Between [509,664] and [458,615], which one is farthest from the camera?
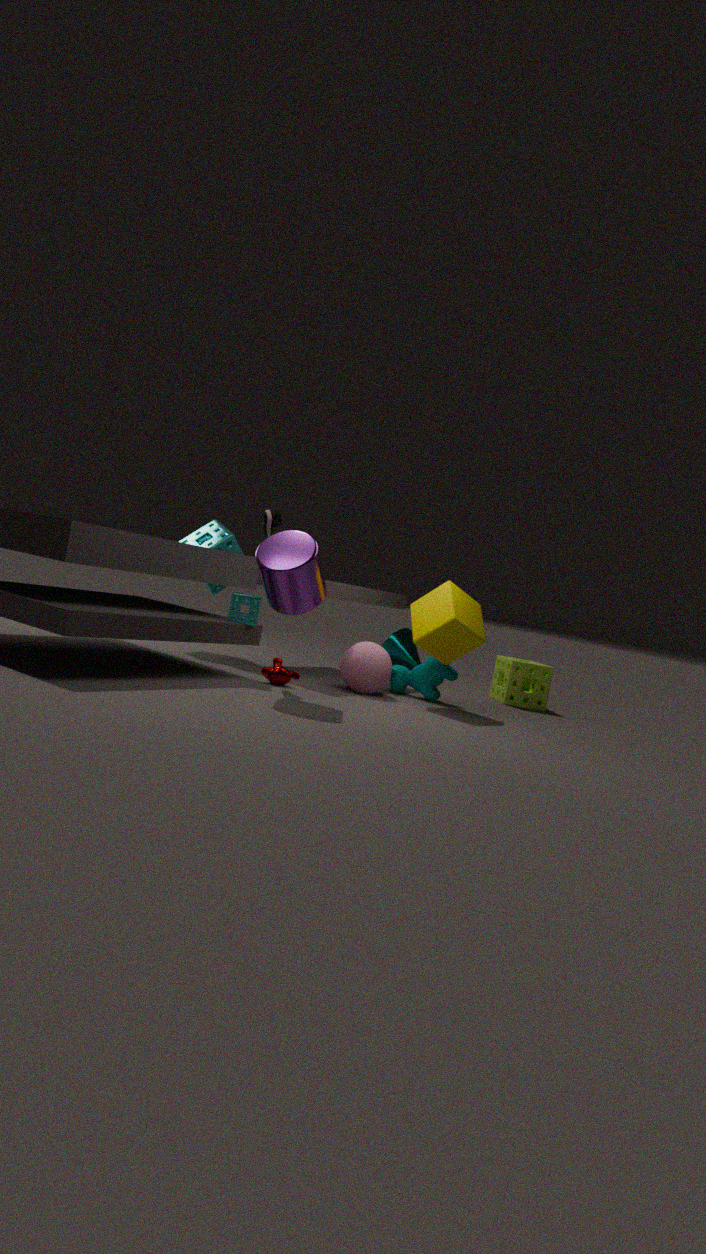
[509,664]
